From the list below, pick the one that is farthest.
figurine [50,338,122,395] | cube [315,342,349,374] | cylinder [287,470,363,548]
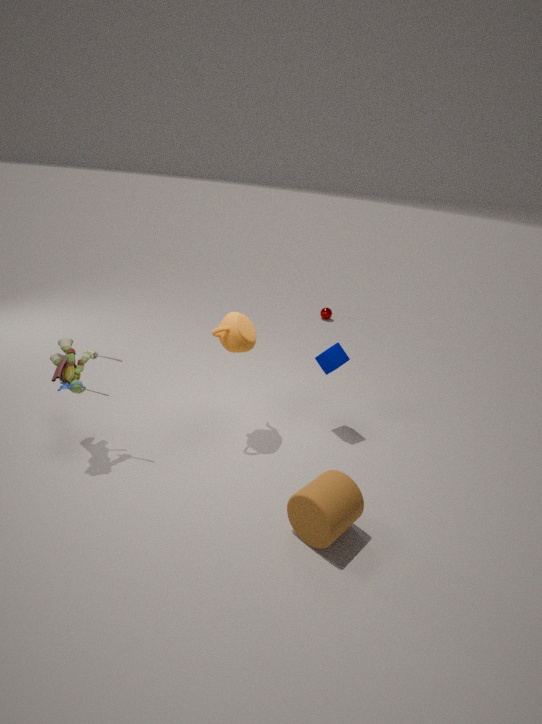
cube [315,342,349,374]
